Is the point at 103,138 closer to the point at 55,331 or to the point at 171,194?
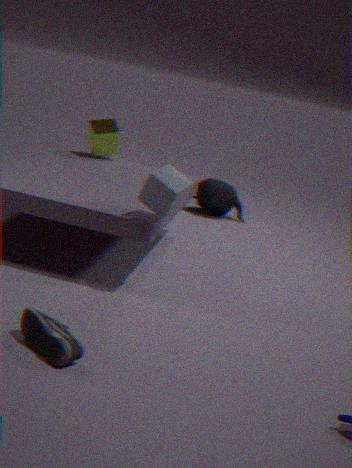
the point at 171,194
